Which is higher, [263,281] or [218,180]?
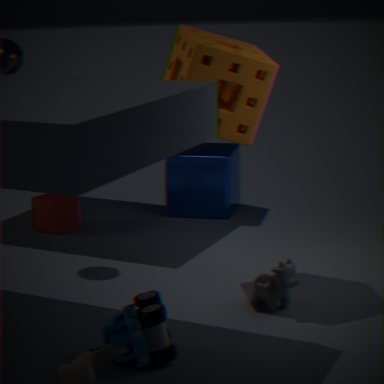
[218,180]
